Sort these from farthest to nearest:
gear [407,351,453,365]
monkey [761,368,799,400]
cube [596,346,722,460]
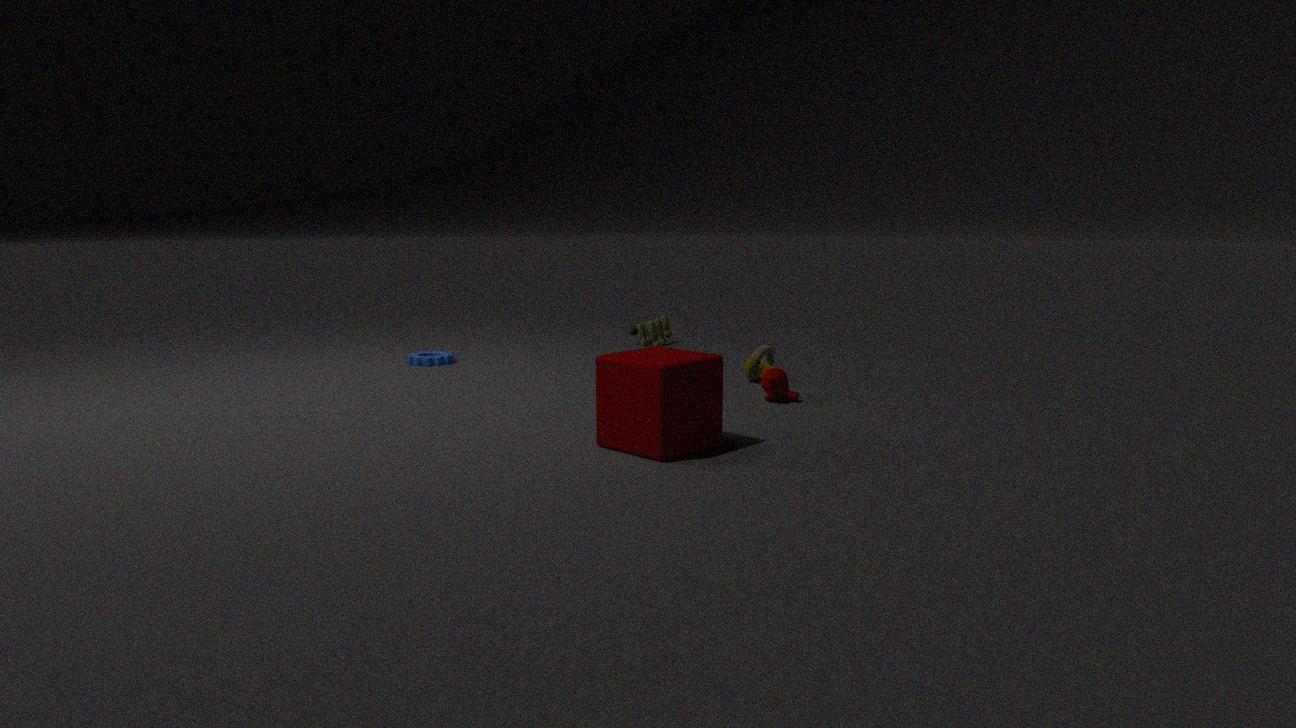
1. gear [407,351,453,365]
2. monkey [761,368,799,400]
3. cube [596,346,722,460]
